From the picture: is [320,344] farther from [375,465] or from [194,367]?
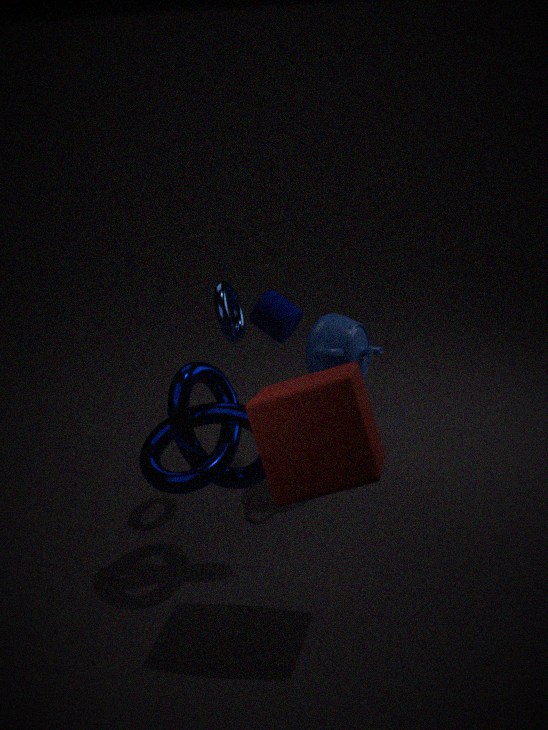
[375,465]
